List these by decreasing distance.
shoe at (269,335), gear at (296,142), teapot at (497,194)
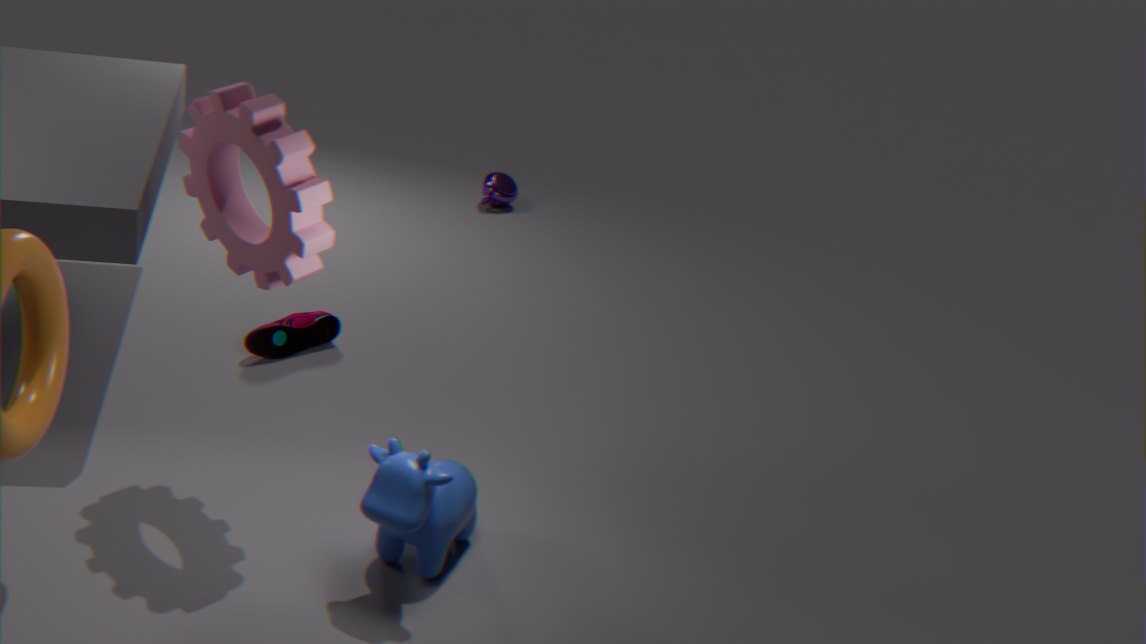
teapot at (497,194) → shoe at (269,335) → gear at (296,142)
